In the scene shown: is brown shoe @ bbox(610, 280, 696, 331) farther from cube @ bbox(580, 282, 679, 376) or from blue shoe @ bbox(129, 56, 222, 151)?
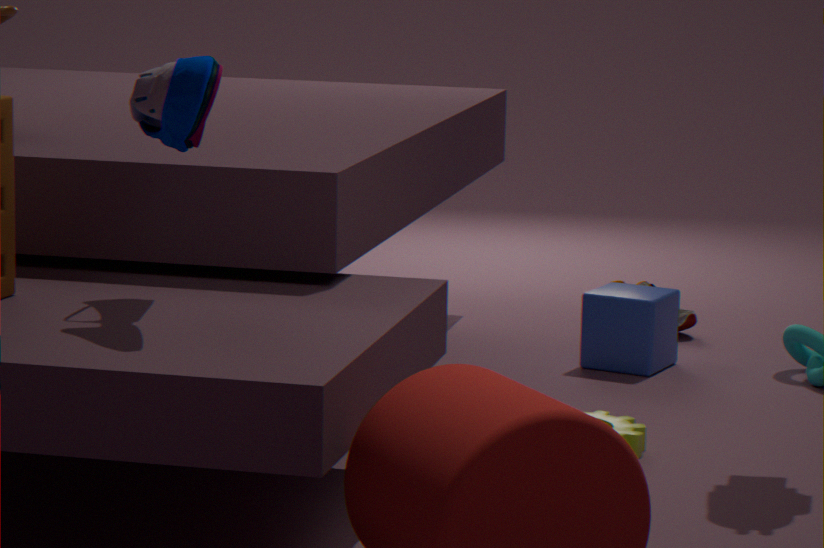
blue shoe @ bbox(129, 56, 222, 151)
